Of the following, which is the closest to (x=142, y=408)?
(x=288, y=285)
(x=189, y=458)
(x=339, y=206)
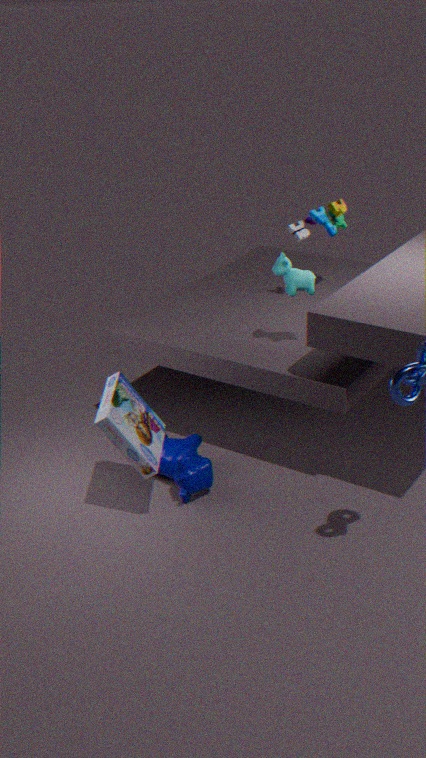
(x=189, y=458)
